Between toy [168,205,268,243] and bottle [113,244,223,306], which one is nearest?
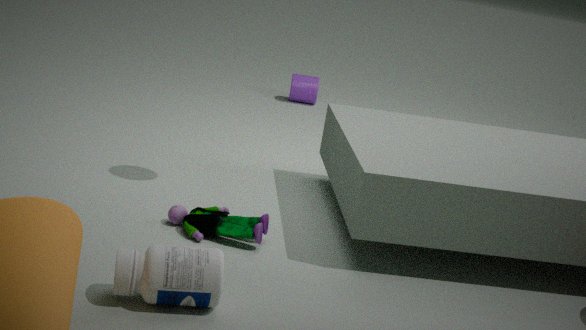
bottle [113,244,223,306]
